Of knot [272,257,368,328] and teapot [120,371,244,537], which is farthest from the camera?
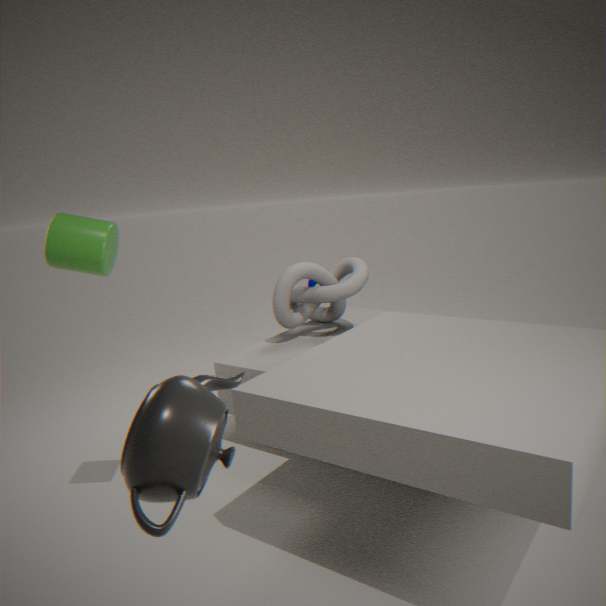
knot [272,257,368,328]
